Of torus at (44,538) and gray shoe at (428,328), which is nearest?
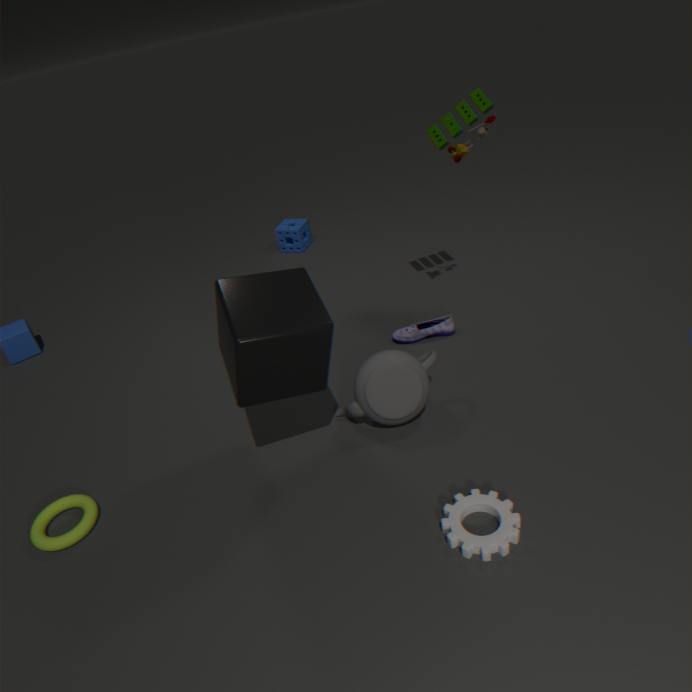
torus at (44,538)
